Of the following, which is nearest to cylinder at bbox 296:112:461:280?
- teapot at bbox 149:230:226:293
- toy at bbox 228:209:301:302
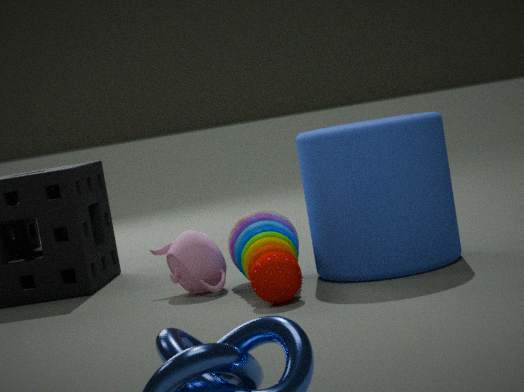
toy at bbox 228:209:301:302
